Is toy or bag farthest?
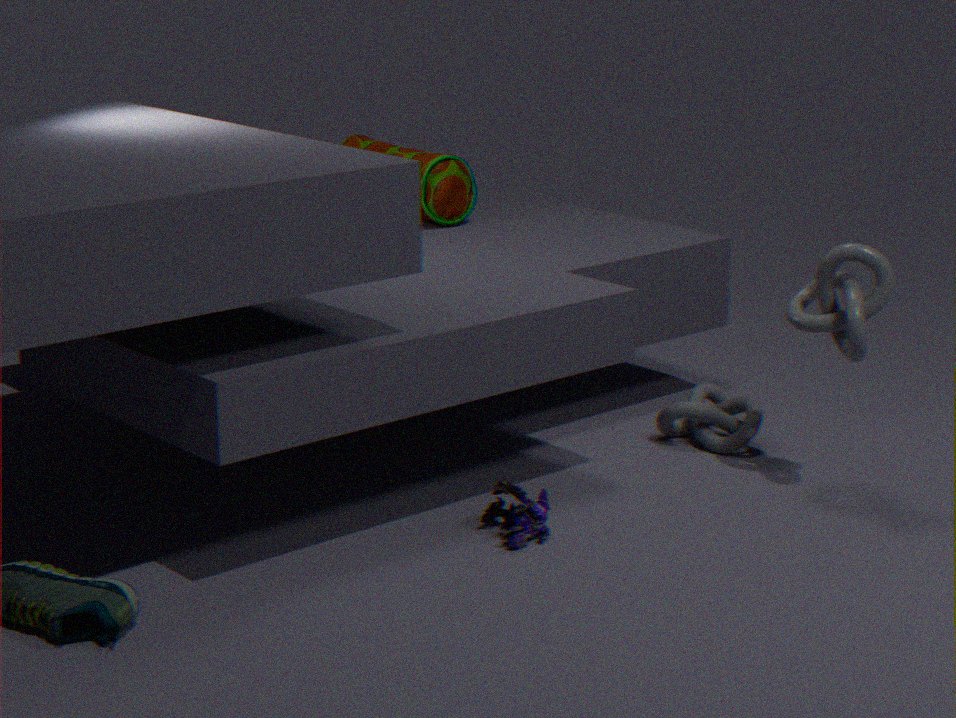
bag
